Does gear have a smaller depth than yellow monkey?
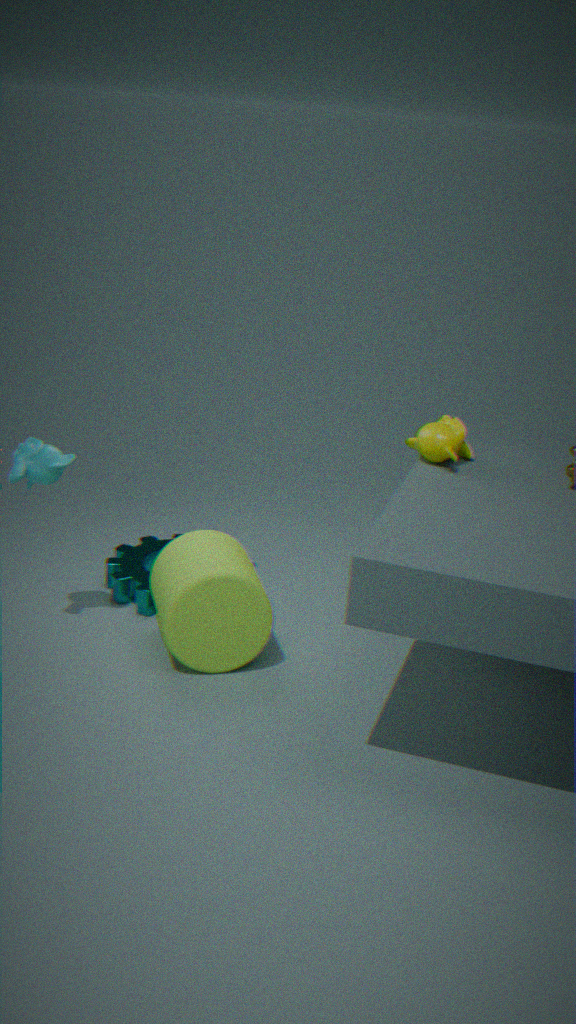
No
